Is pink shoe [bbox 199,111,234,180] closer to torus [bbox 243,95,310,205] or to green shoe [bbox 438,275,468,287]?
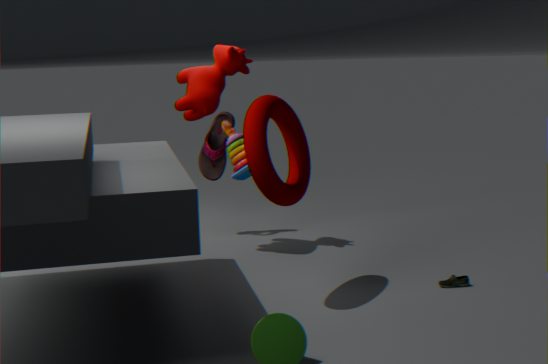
torus [bbox 243,95,310,205]
